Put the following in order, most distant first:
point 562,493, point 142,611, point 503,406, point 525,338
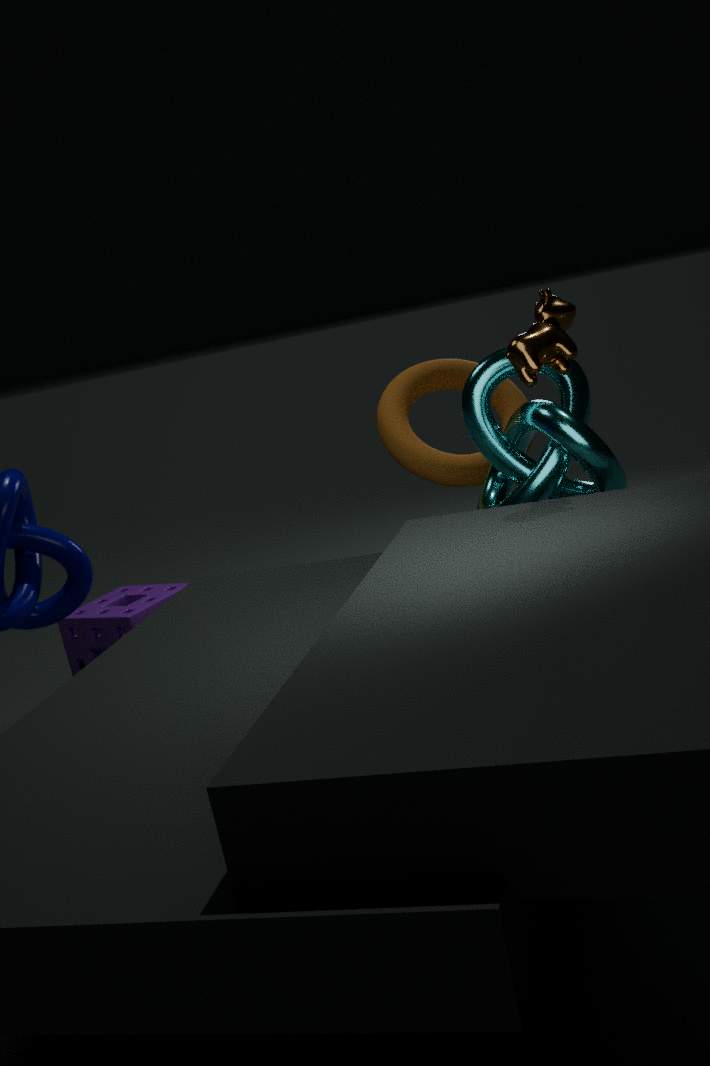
point 142,611
point 503,406
point 562,493
point 525,338
